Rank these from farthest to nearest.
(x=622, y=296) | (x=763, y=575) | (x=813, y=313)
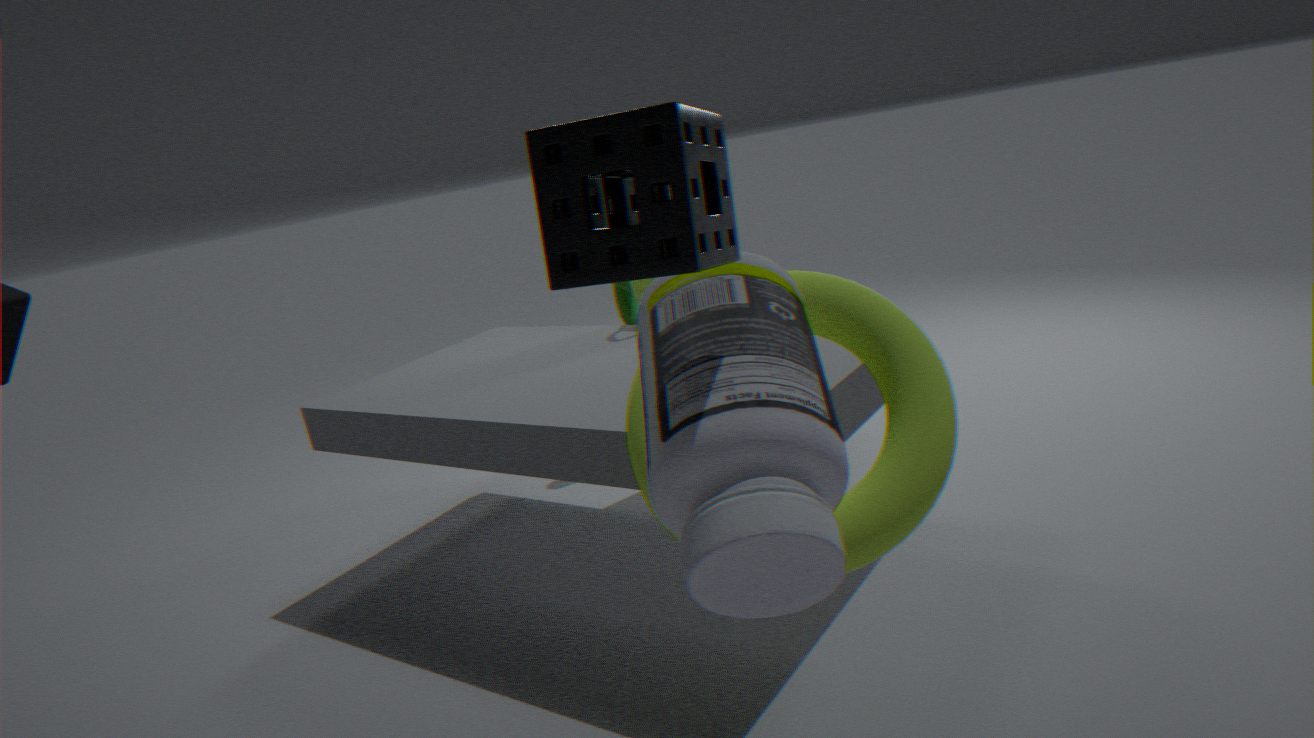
(x=622, y=296), (x=813, y=313), (x=763, y=575)
